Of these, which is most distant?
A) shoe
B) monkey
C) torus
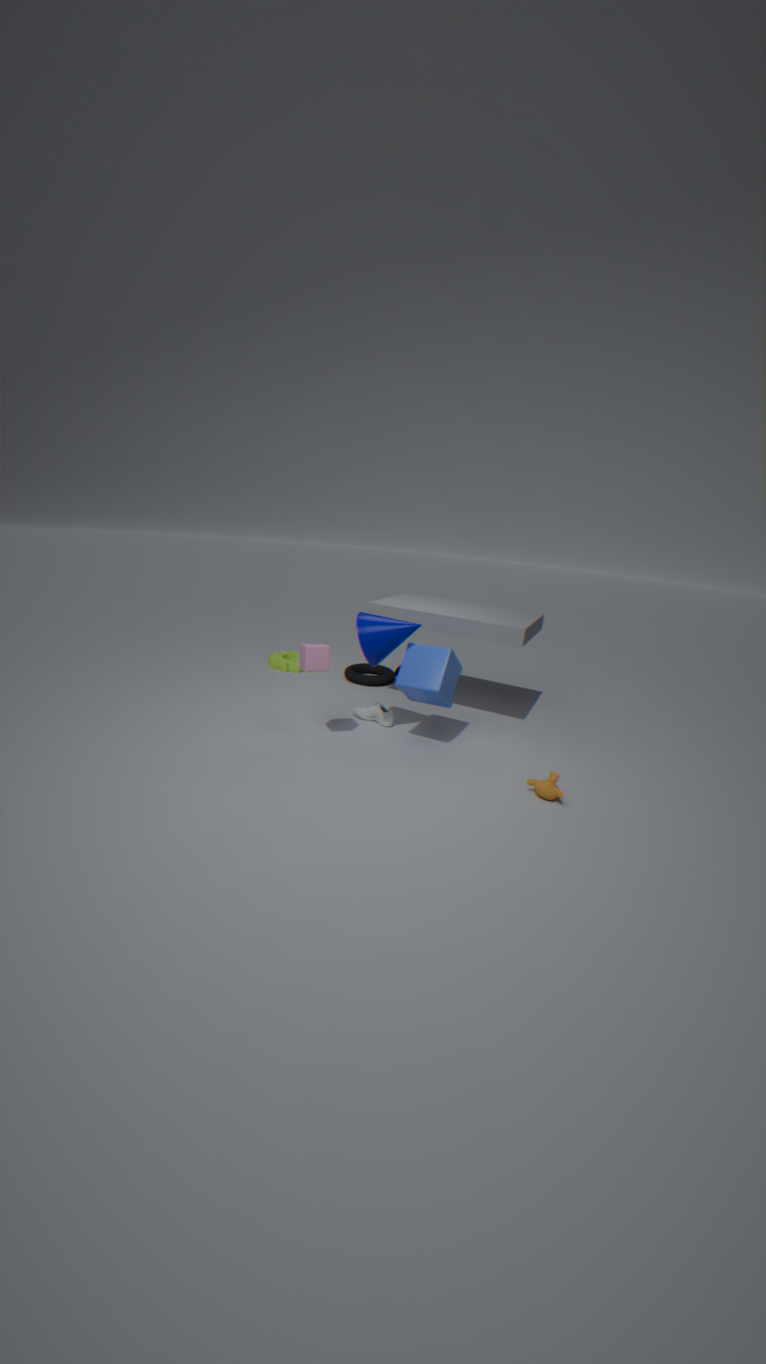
torus
